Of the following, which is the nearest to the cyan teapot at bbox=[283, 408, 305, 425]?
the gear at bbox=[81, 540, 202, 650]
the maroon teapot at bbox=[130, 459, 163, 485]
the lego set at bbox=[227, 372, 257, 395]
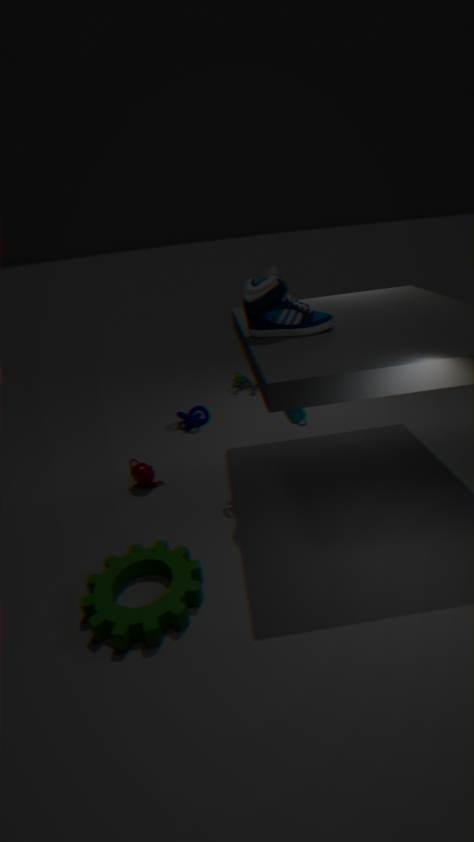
the lego set at bbox=[227, 372, 257, 395]
